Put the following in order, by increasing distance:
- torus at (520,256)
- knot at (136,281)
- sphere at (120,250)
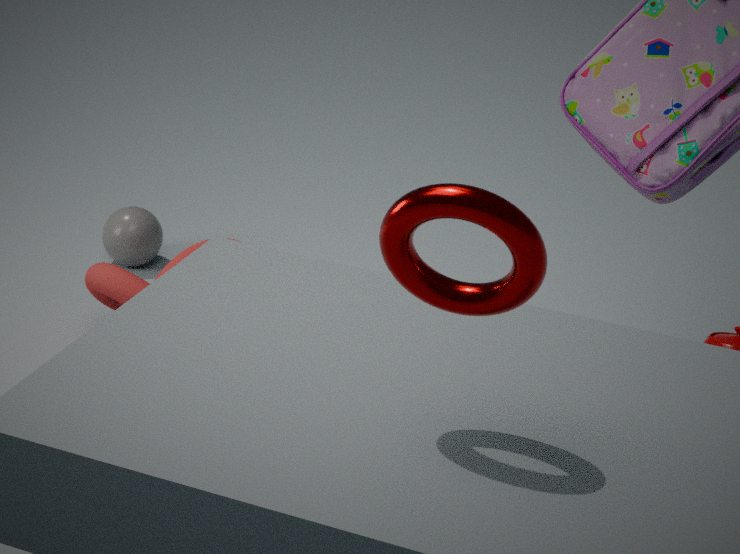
1. torus at (520,256)
2. knot at (136,281)
3. sphere at (120,250)
